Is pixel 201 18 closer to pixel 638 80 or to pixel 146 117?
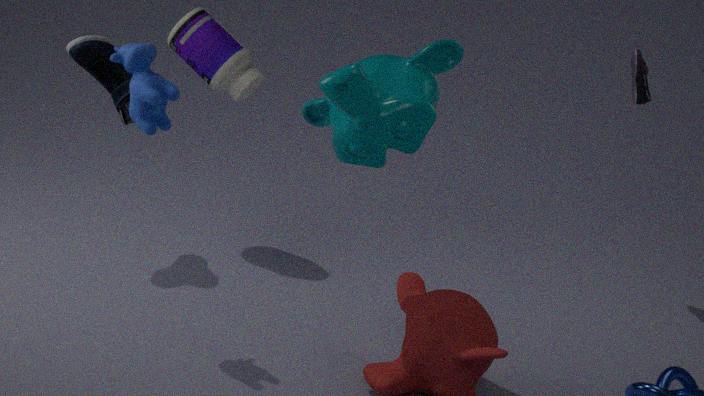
pixel 146 117
